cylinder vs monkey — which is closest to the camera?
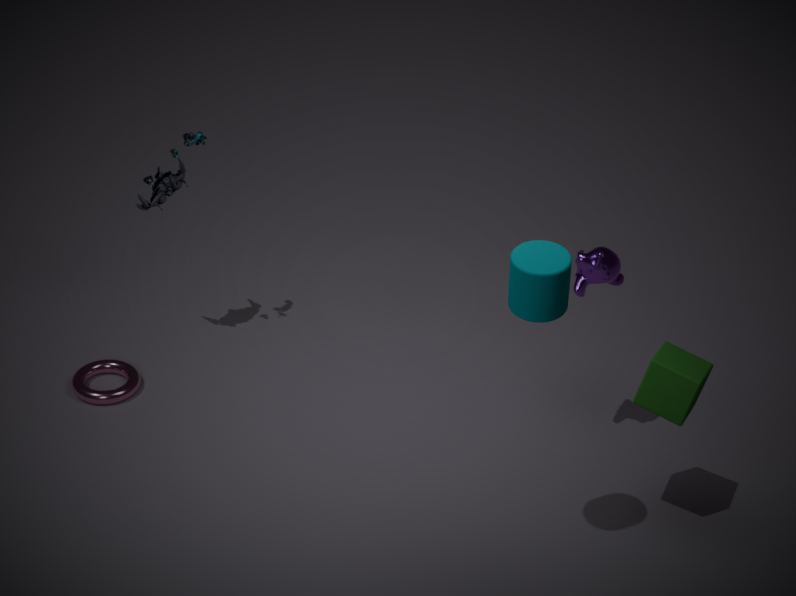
cylinder
